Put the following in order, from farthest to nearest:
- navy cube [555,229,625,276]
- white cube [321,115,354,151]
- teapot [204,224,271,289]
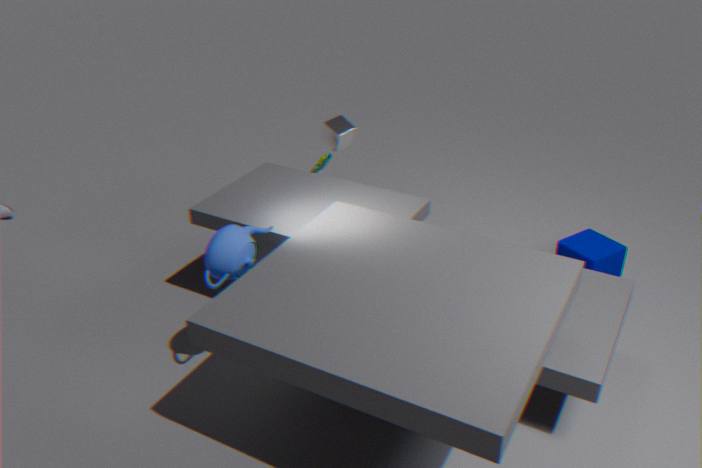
white cube [321,115,354,151]
navy cube [555,229,625,276]
teapot [204,224,271,289]
